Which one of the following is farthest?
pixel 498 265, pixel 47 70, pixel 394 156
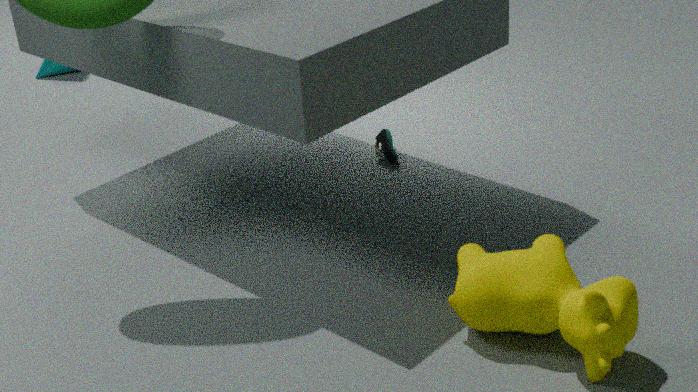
pixel 47 70
